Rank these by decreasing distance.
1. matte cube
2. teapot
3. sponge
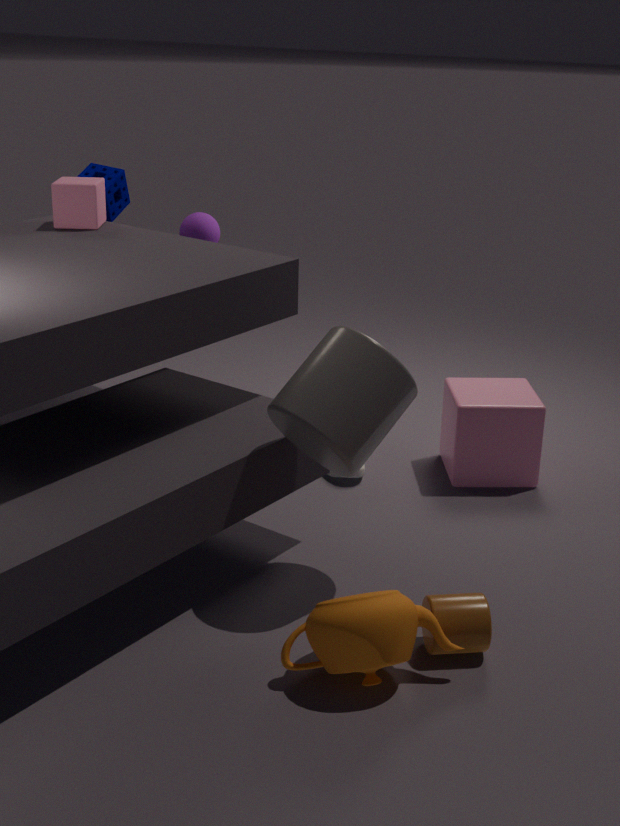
sponge
matte cube
teapot
